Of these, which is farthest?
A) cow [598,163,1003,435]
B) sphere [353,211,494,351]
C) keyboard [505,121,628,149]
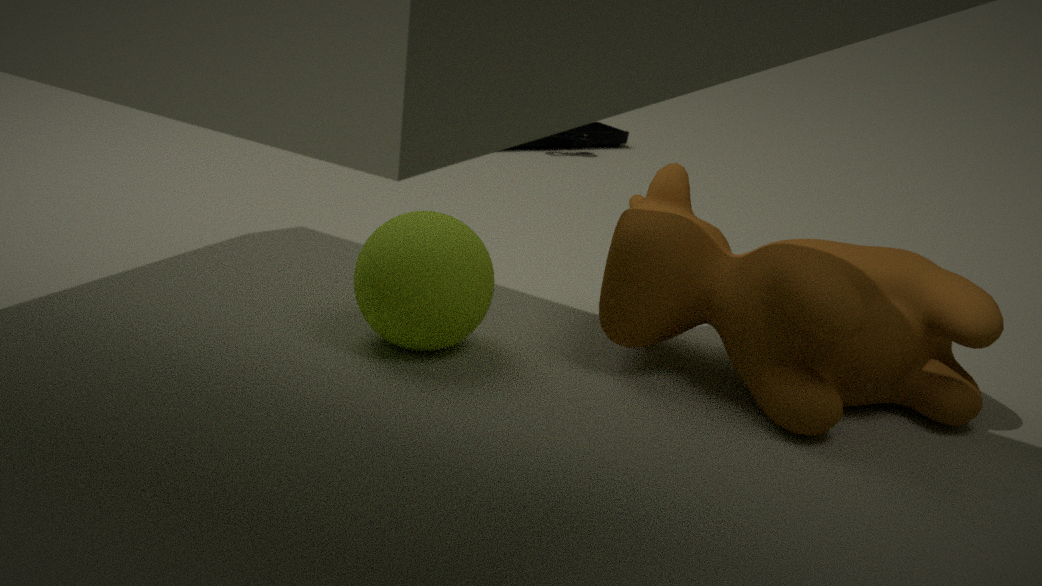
keyboard [505,121,628,149]
